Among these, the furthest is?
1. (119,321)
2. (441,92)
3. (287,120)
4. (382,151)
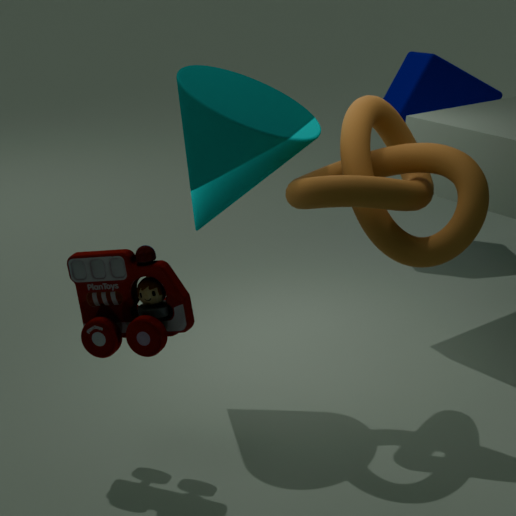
(441,92)
